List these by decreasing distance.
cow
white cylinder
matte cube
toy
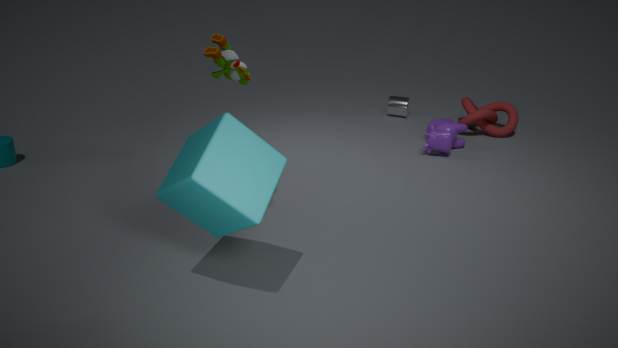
white cylinder
cow
toy
matte cube
